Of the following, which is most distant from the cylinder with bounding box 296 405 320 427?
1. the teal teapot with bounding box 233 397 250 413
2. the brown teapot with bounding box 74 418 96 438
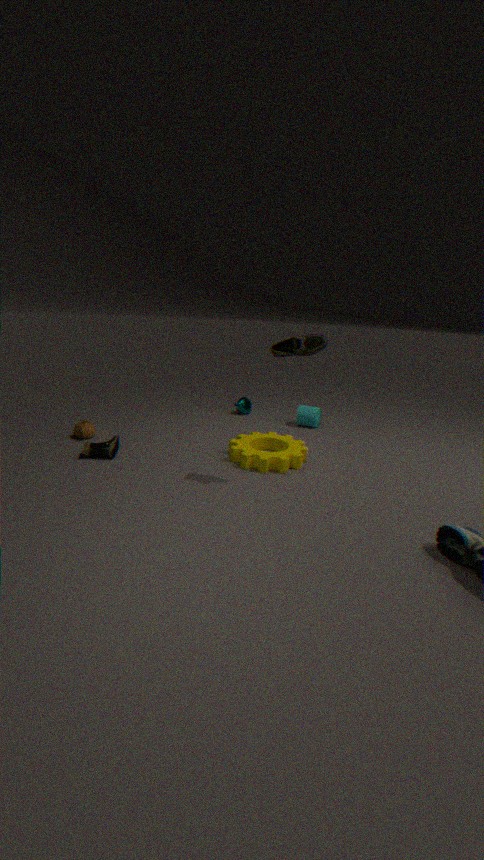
the brown teapot with bounding box 74 418 96 438
